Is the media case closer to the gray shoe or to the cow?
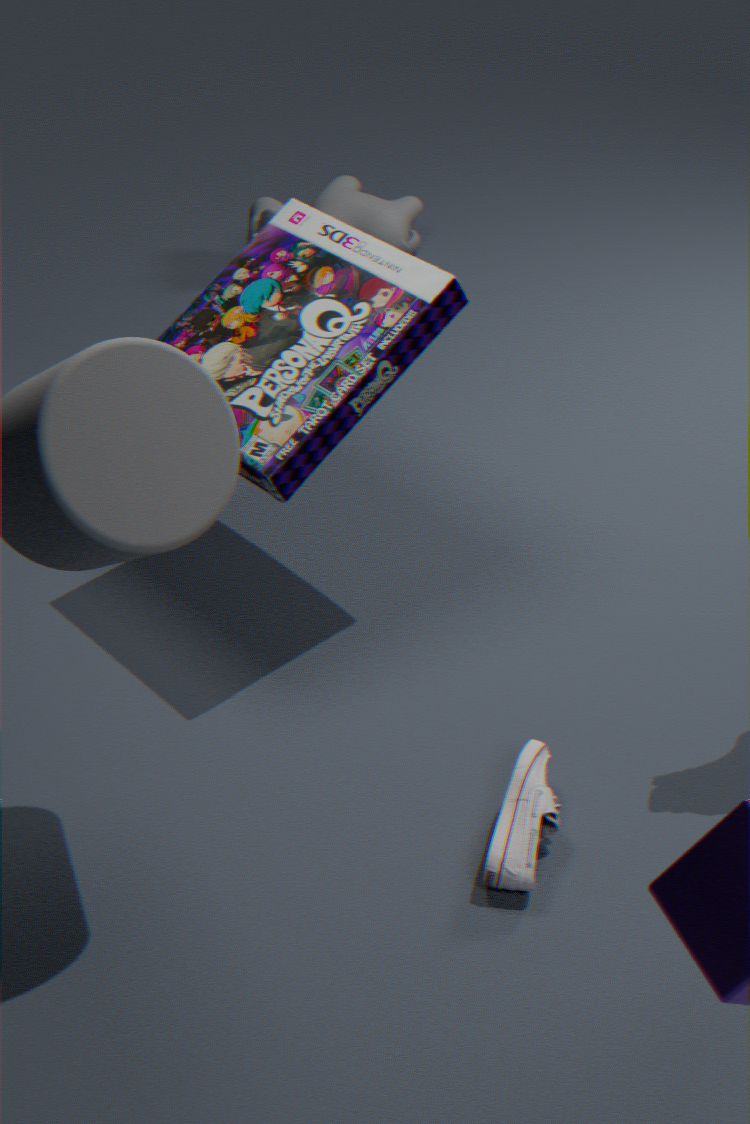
the gray shoe
